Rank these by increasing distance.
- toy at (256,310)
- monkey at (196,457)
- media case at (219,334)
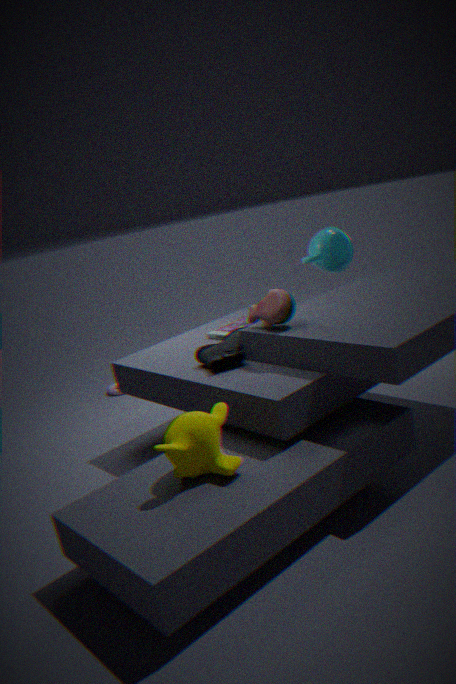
monkey at (196,457) < toy at (256,310) < media case at (219,334)
